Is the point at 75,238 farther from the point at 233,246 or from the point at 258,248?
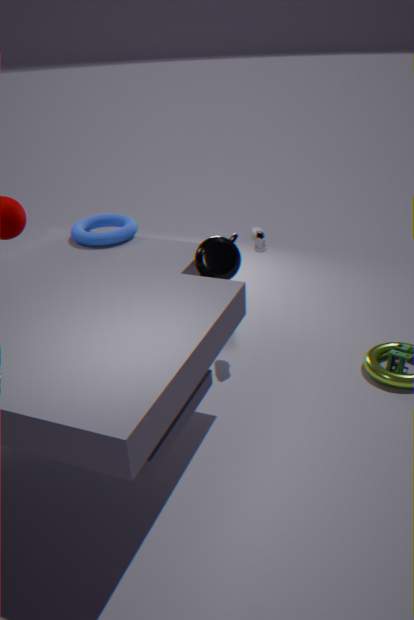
the point at 258,248
